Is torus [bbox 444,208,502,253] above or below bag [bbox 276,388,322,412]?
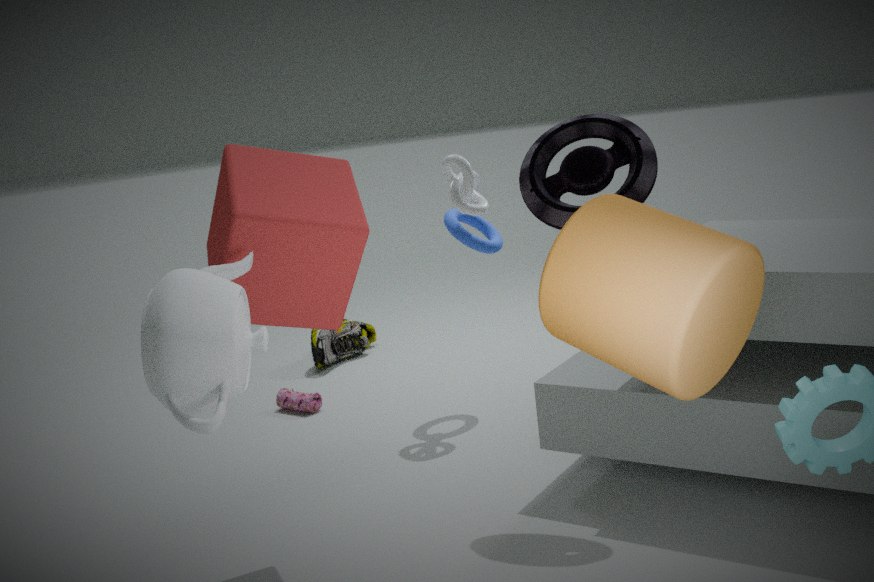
above
